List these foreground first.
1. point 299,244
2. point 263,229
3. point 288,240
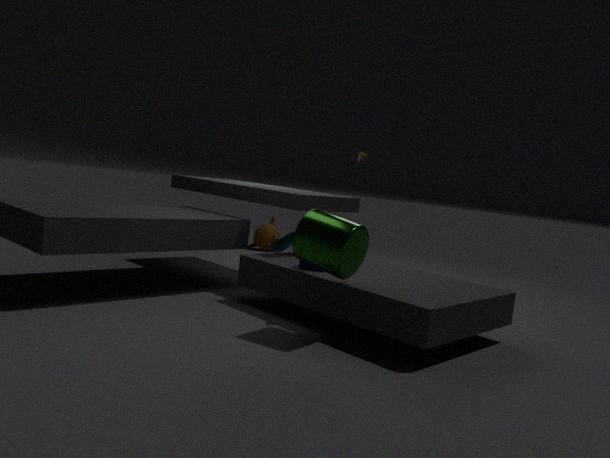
1. point 299,244
2. point 288,240
3. point 263,229
